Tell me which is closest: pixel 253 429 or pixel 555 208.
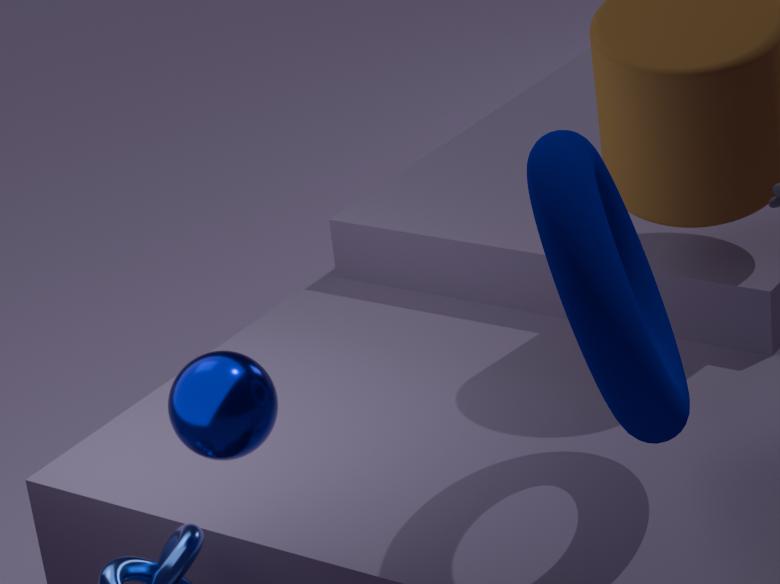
pixel 555 208
